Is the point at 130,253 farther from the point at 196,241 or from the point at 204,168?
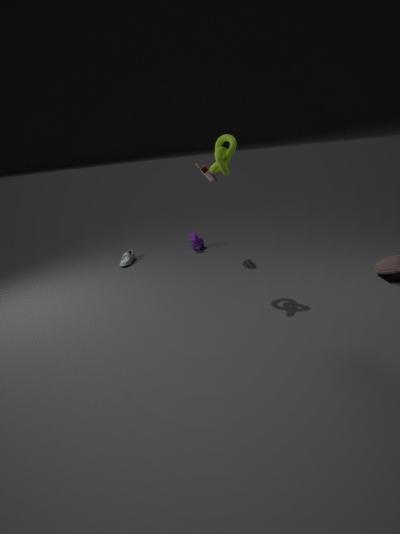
the point at 204,168
